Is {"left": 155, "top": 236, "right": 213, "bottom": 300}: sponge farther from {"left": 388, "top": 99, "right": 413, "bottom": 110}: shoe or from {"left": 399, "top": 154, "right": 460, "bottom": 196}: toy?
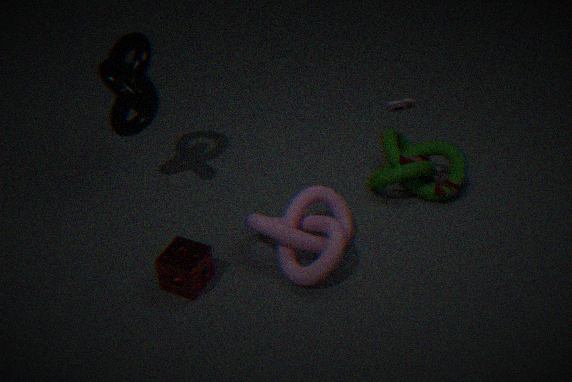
{"left": 388, "top": 99, "right": 413, "bottom": 110}: shoe
